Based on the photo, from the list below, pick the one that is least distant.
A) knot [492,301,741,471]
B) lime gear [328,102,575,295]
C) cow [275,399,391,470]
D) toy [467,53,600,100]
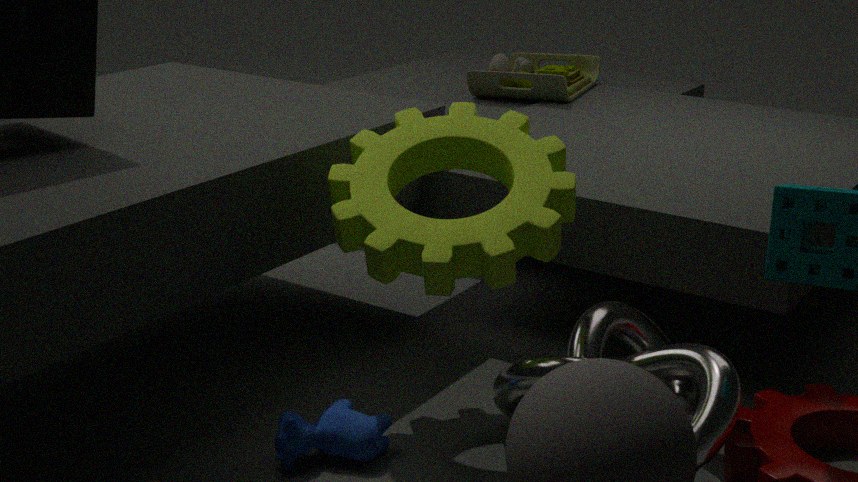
knot [492,301,741,471]
